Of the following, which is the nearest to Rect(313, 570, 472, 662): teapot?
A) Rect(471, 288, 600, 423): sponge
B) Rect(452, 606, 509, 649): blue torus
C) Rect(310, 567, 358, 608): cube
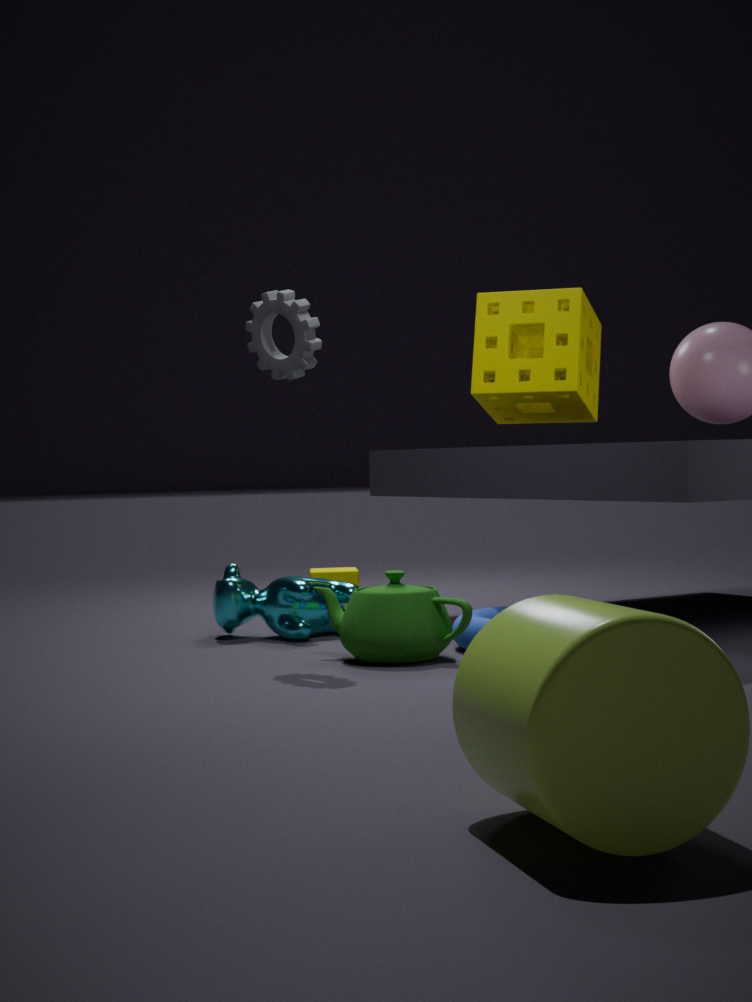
Rect(452, 606, 509, 649): blue torus
